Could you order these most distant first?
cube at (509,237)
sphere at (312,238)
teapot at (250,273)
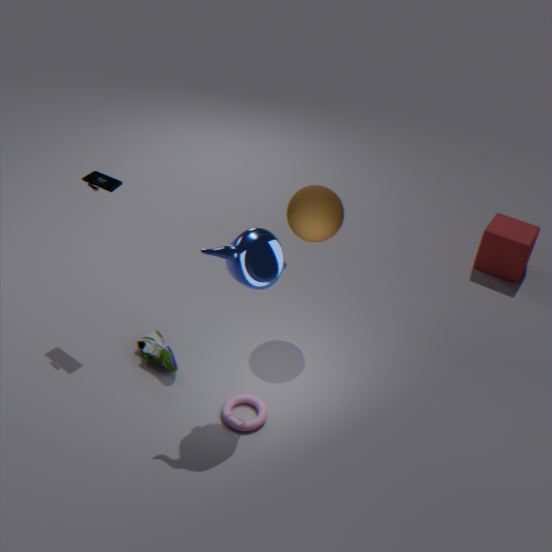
cube at (509,237) < sphere at (312,238) < teapot at (250,273)
